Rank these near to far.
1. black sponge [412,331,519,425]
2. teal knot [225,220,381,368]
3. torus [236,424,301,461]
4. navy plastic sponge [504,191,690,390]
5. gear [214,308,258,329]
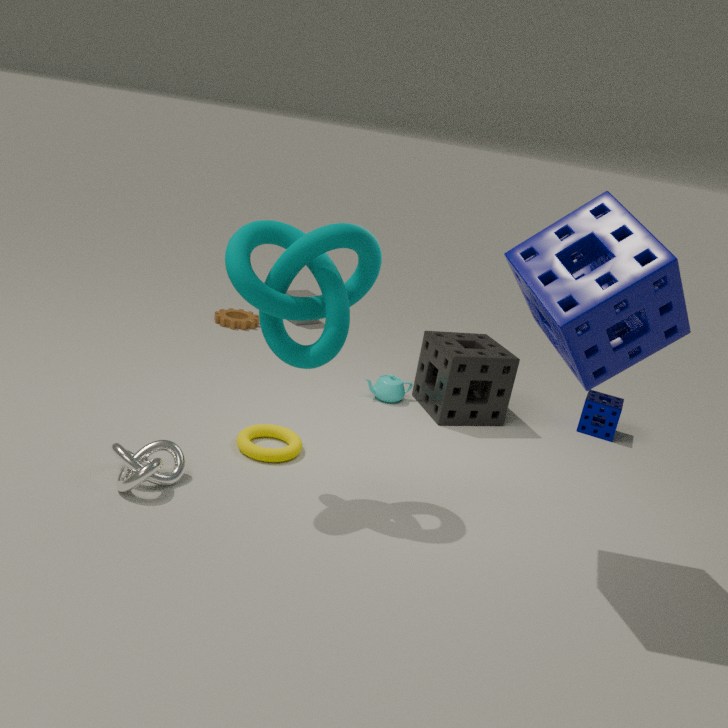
1. navy plastic sponge [504,191,690,390]
2. teal knot [225,220,381,368]
3. torus [236,424,301,461]
4. black sponge [412,331,519,425]
5. gear [214,308,258,329]
